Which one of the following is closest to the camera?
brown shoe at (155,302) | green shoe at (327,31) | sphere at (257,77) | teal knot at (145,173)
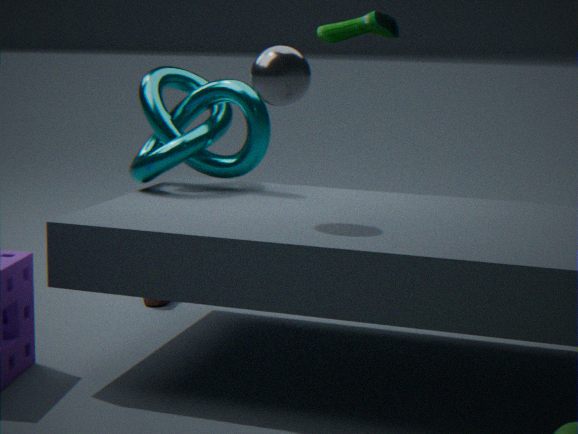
sphere at (257,77)
